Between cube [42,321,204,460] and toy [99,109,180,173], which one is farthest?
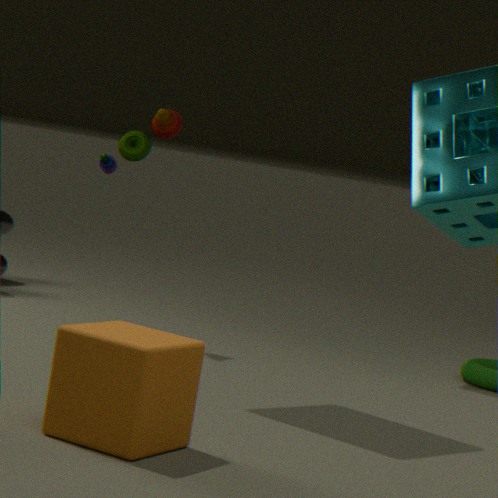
toy [99,109,180,173]
